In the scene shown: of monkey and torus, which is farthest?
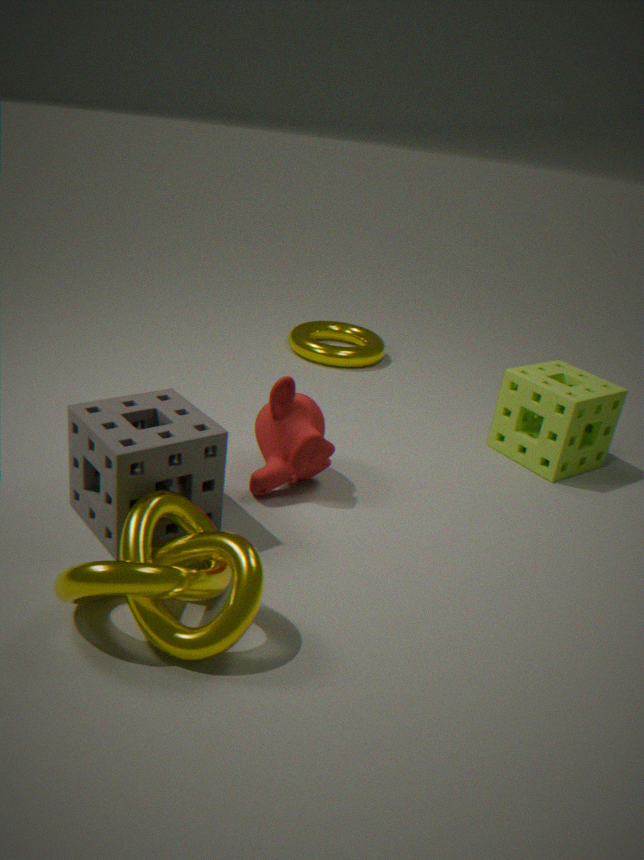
torus
